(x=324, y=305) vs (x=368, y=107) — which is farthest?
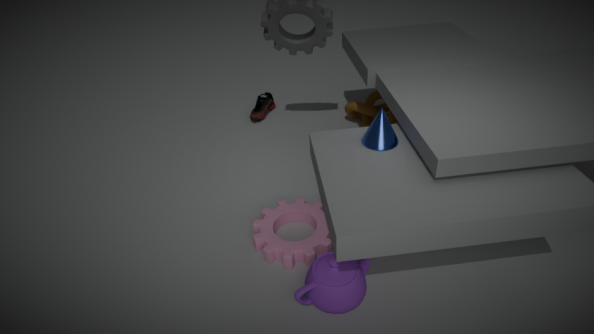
(x=368, y=107)
